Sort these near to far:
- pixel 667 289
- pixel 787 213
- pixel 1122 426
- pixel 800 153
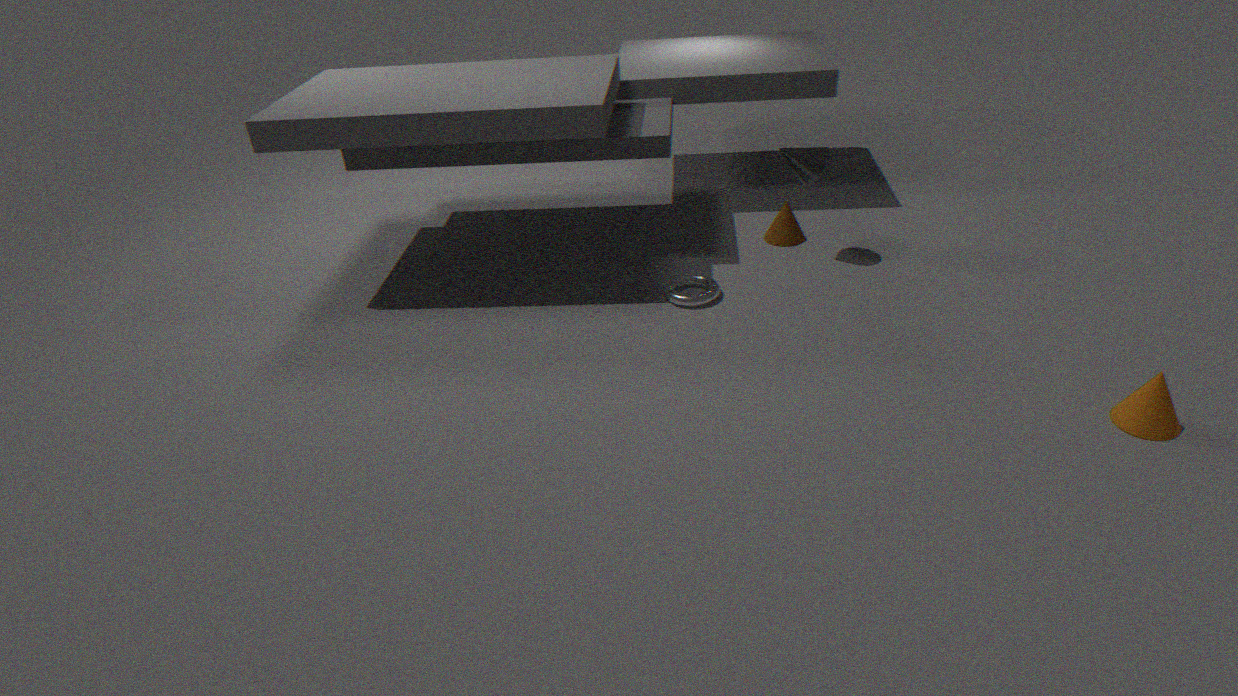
pixel 1122 426 → pixel 667 289 → pixel 800 153 → pixel 787 213
